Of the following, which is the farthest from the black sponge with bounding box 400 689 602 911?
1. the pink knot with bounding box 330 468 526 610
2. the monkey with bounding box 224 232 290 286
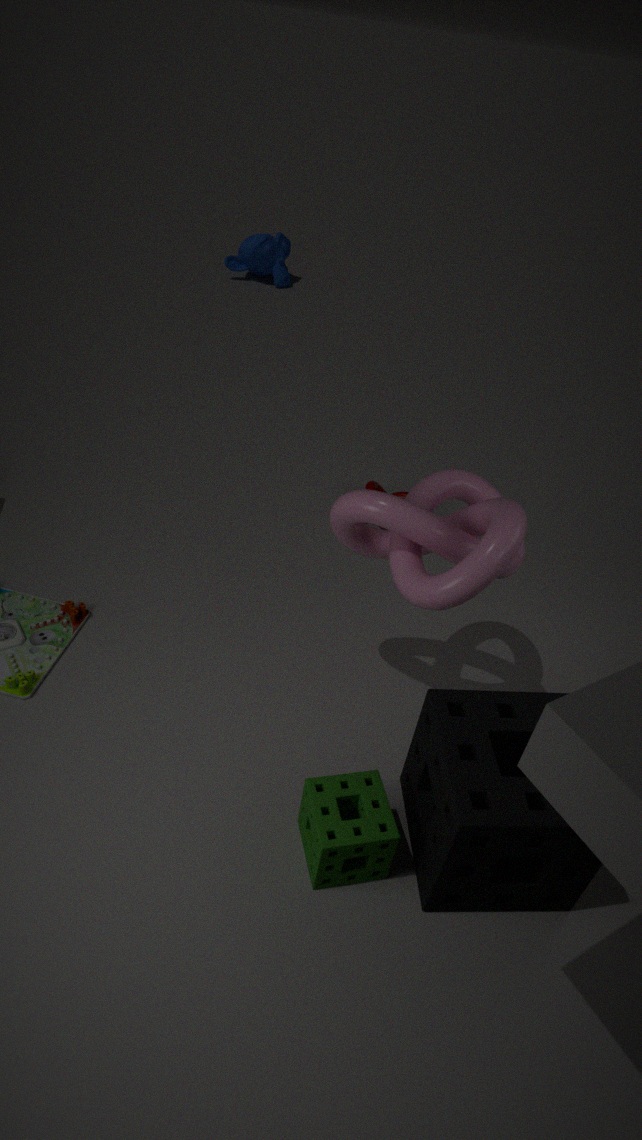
the monkey with bounding box 224 232 290 286
